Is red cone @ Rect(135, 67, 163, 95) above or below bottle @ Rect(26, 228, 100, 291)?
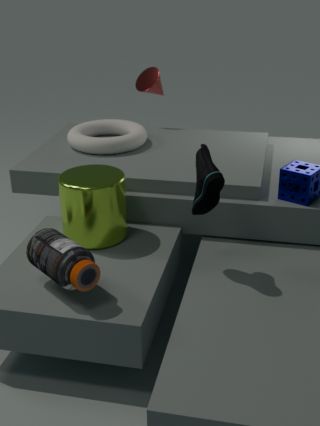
above
